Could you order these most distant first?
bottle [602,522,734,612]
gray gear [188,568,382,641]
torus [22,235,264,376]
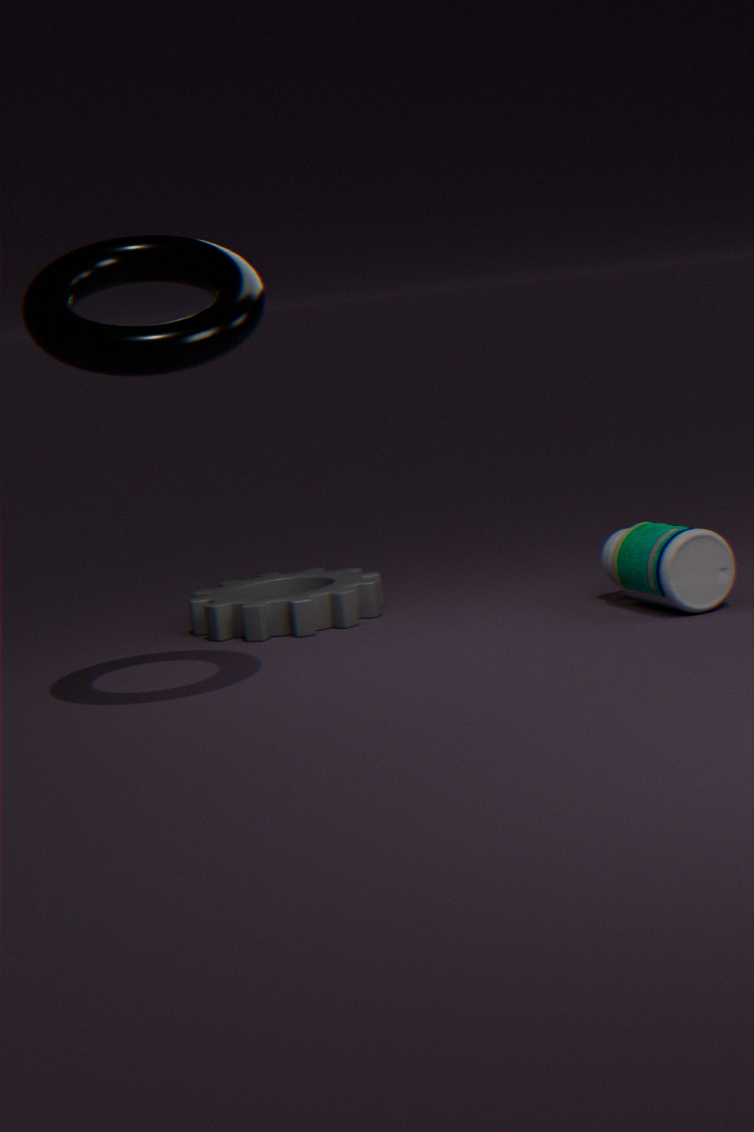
gray gear [188,568,382,641], bottle [602,522,734,612], torus [22,235,264,376]
